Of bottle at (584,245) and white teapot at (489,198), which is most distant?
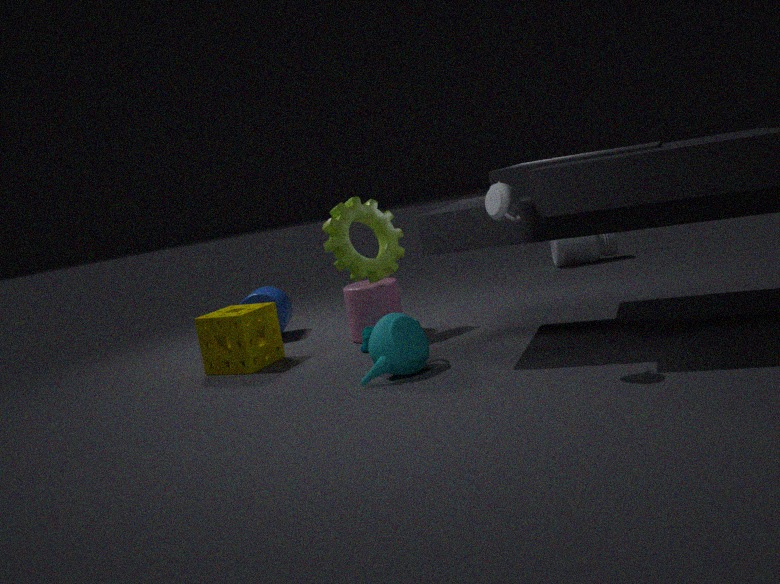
bottle at (584,245)
